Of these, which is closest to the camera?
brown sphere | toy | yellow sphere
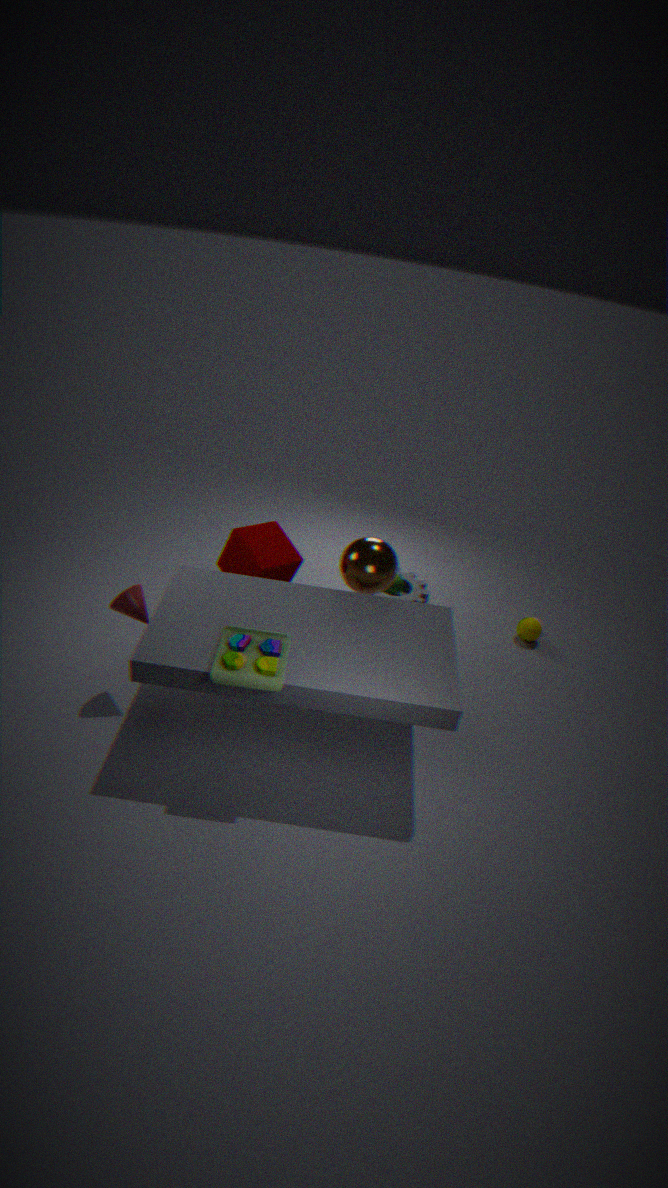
toy
